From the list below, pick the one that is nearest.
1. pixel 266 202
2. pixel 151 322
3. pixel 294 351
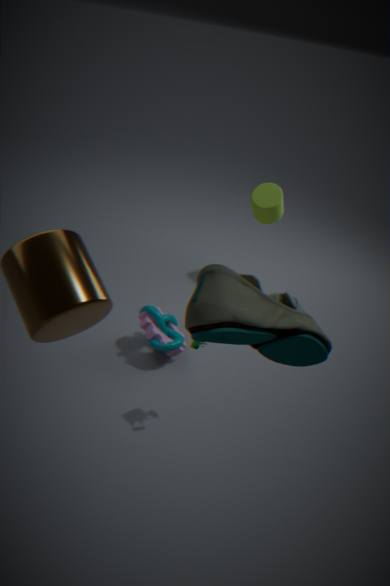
pixel 294 351
